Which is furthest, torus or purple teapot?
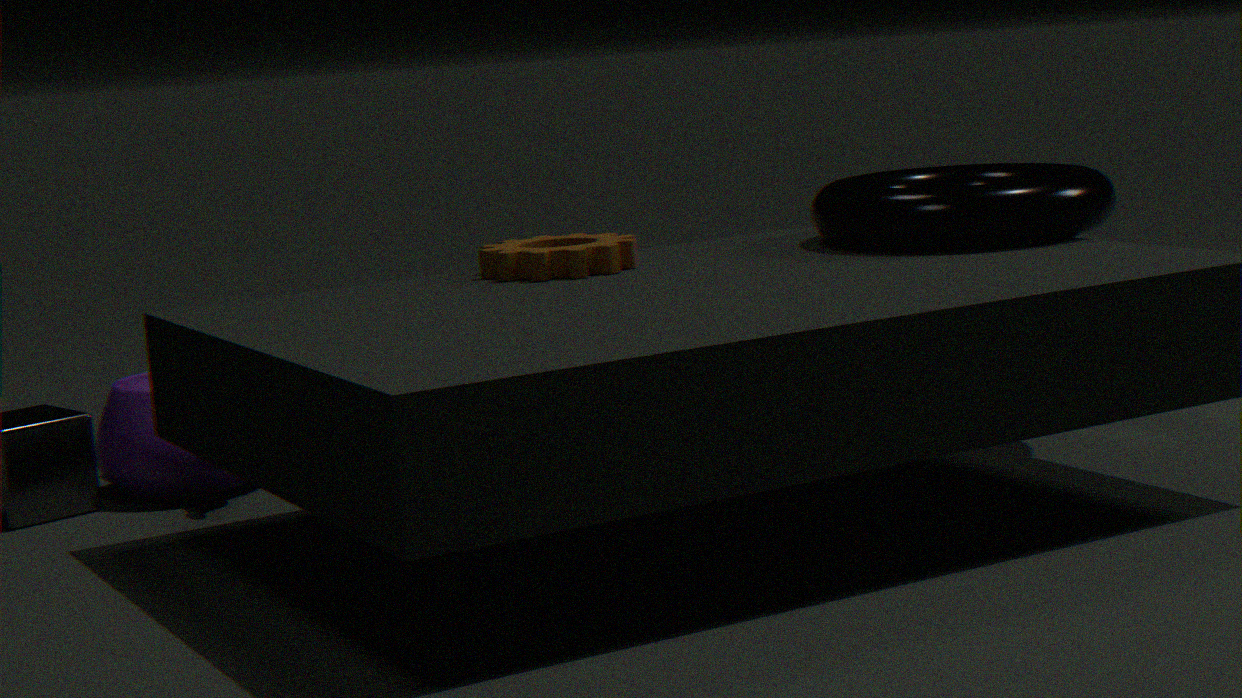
purple teapot
